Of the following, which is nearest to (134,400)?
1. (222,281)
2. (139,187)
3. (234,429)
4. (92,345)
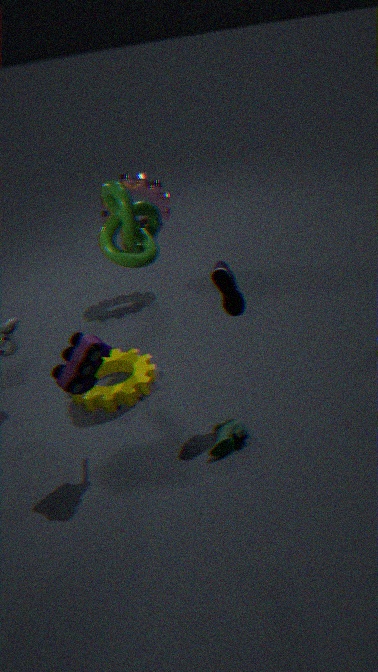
(92,345)
